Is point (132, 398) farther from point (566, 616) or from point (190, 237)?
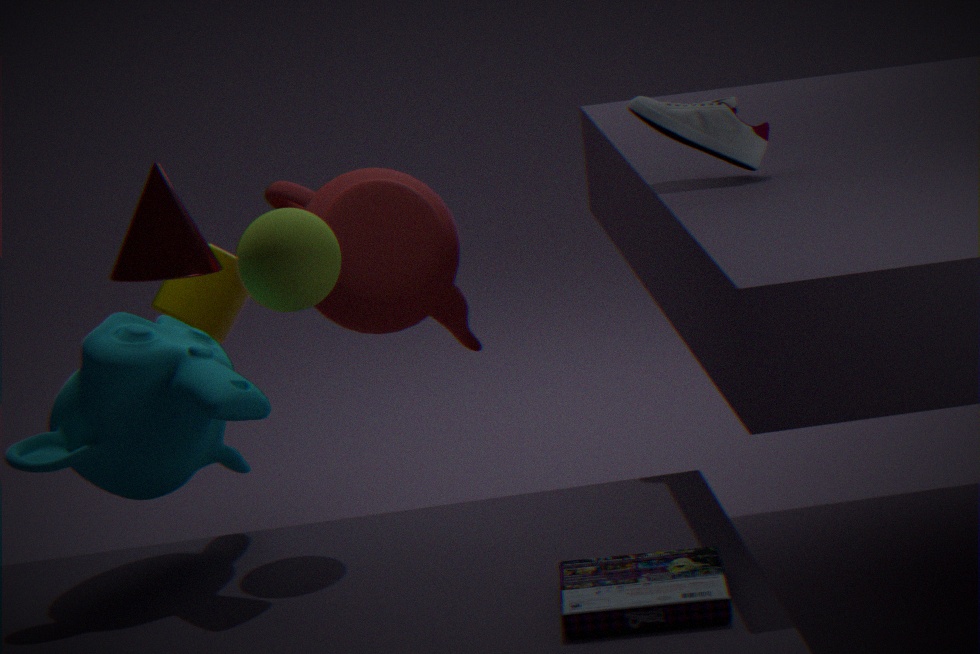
point (566, 616)
